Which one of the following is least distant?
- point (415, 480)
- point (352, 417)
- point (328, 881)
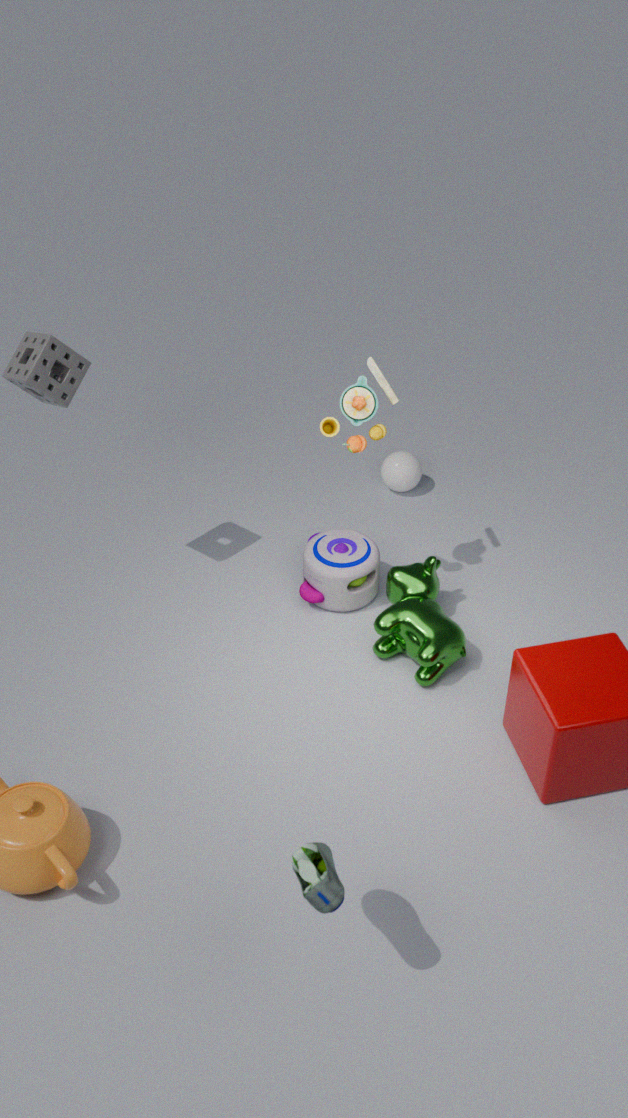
point (328, 881)
